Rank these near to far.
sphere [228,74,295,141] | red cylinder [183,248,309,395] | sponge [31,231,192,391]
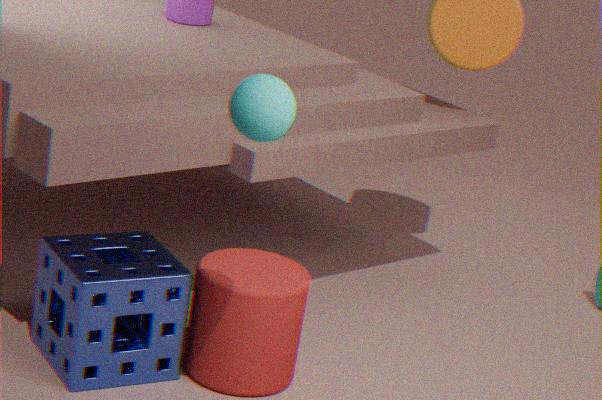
sphere [228,74,295,141] < sponge [31,231,192,391] < red cylinder [183,248,309,395]
